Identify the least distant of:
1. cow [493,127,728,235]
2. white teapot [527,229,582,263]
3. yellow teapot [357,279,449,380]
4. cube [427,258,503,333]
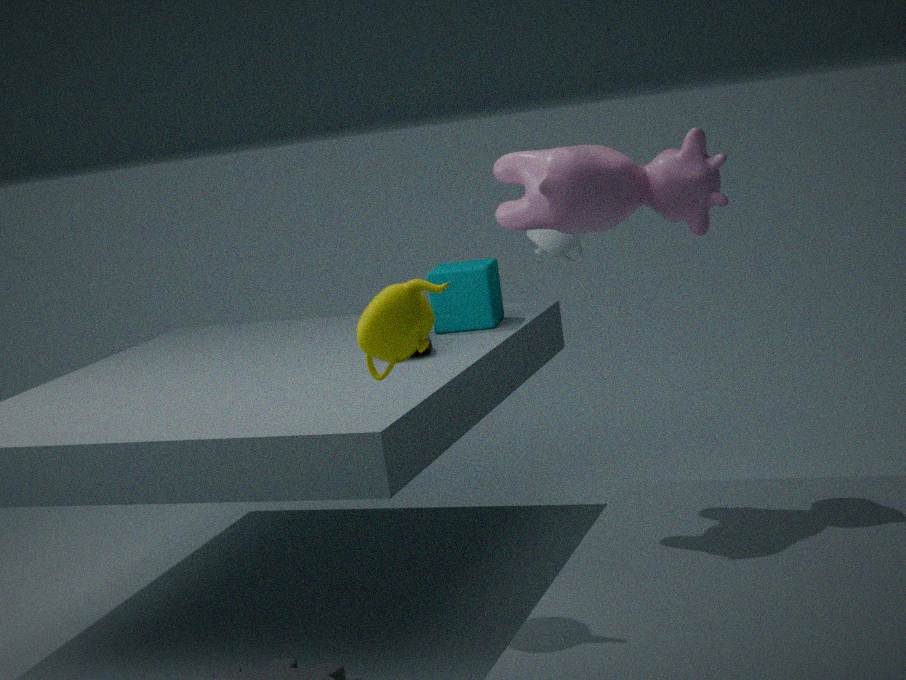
yellow teapot [357,279,449,380]
